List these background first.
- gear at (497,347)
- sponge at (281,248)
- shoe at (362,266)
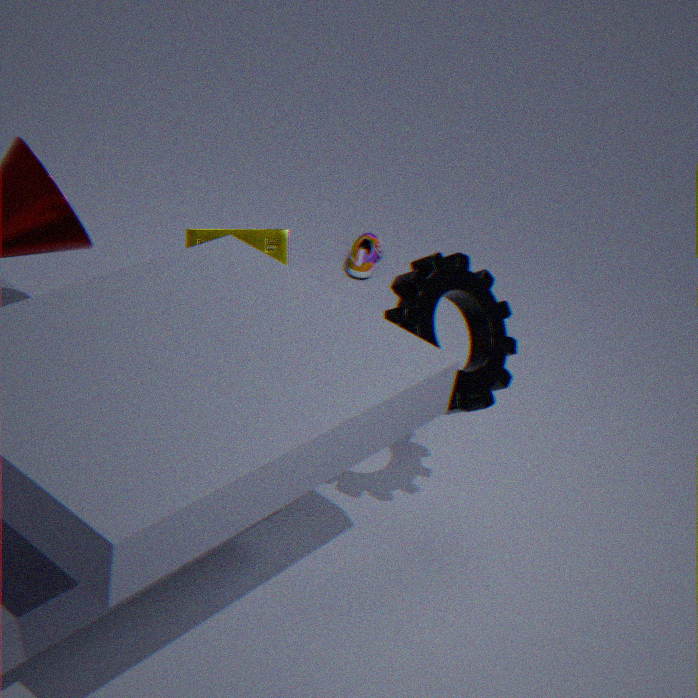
shoe at (362,266), sponge at (281,248), gear at (497,347)
